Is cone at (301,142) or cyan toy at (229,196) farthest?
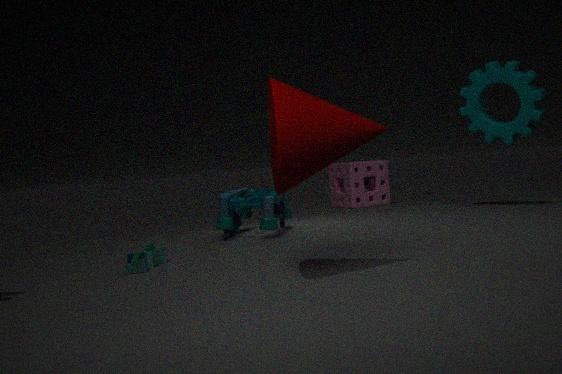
cyan toy at (229,196)
